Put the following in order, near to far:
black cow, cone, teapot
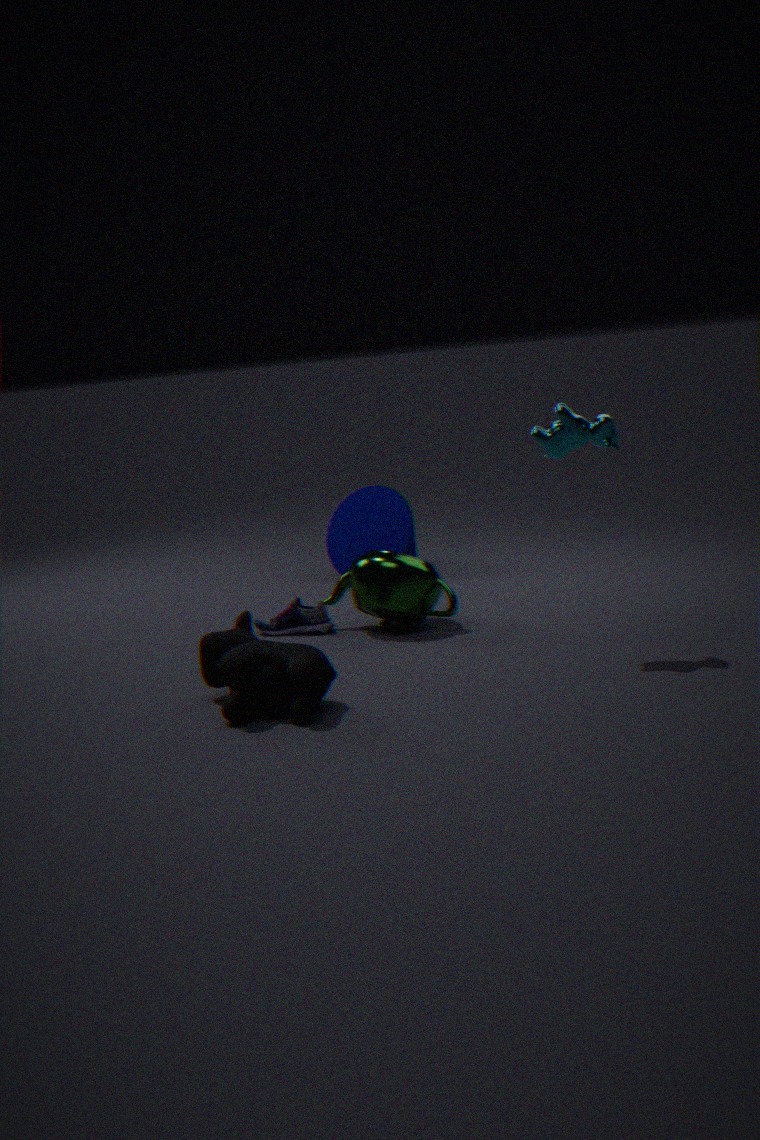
1. black cow
2. teapot
3. cone
